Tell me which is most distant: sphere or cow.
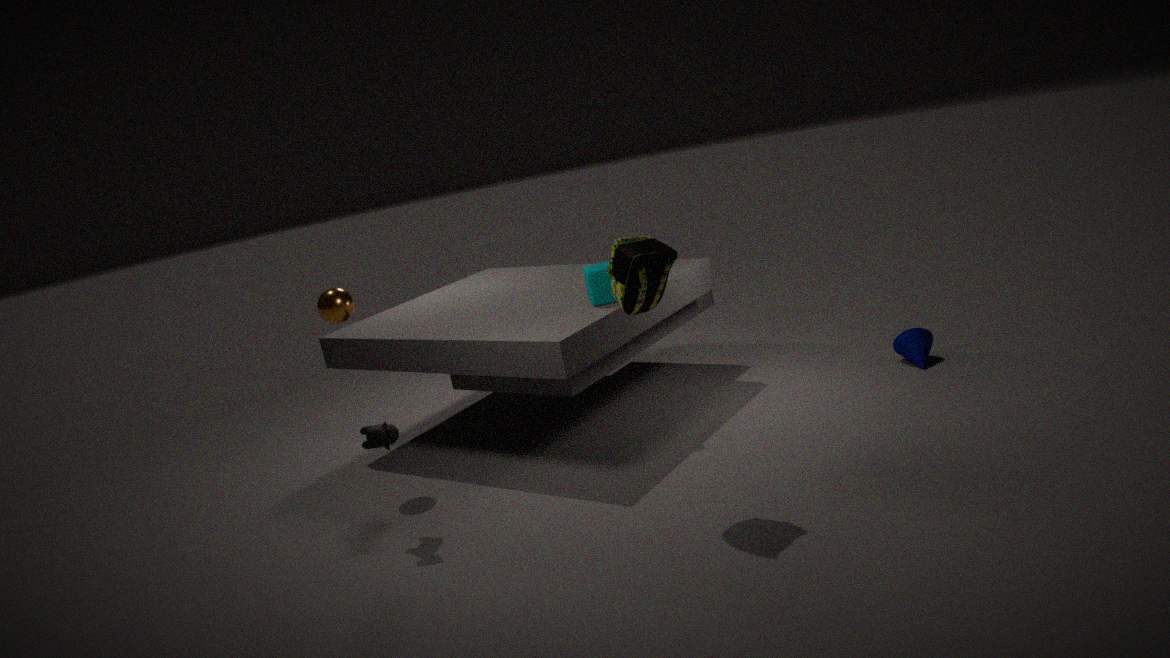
sphere
